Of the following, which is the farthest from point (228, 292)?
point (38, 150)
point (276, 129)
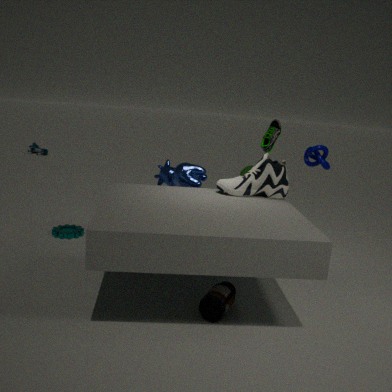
point (38, 150)
